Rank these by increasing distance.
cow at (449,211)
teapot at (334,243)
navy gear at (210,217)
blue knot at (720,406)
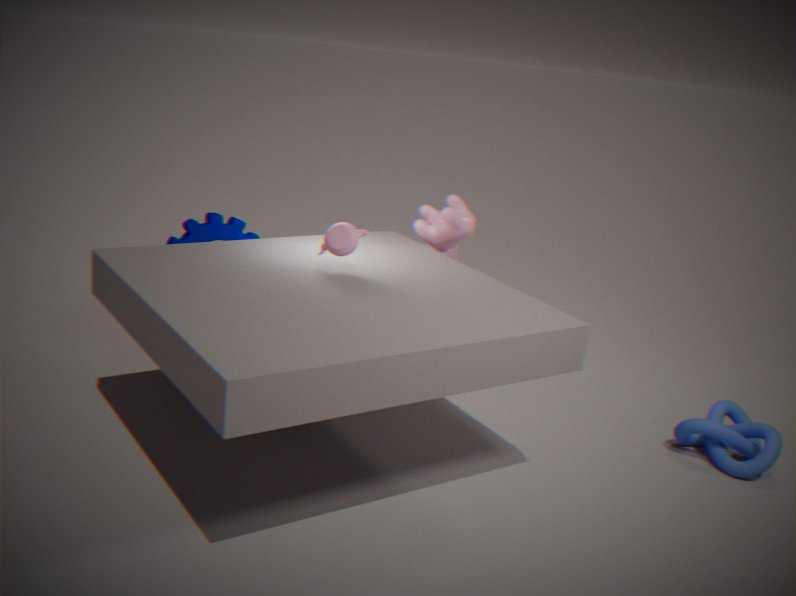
teapot at (334,243) < blue knot at (720,406) < navy gear at (210,217) < cow at (449,211)
